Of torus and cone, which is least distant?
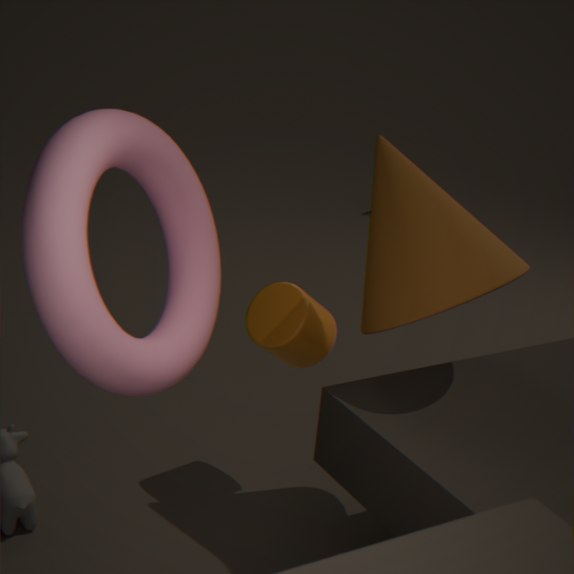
torus
